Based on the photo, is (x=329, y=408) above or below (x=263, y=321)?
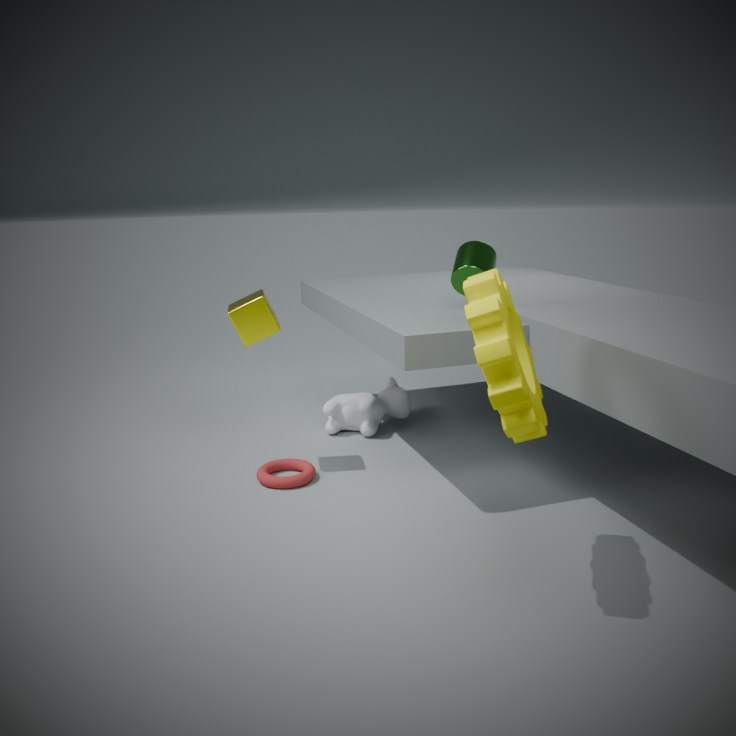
below
